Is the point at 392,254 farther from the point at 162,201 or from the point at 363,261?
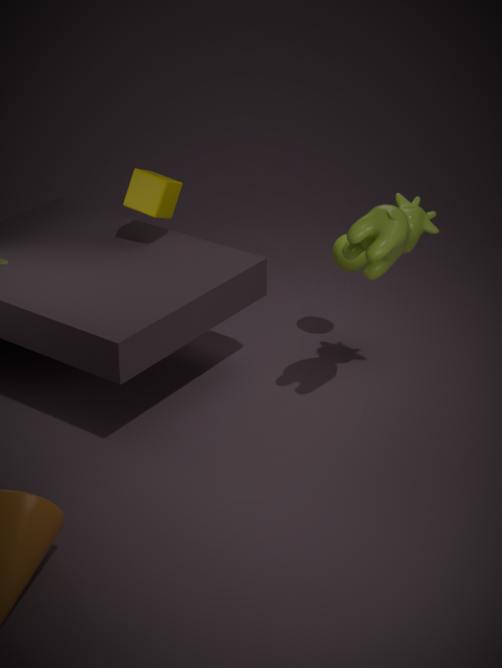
the point at 162,201
